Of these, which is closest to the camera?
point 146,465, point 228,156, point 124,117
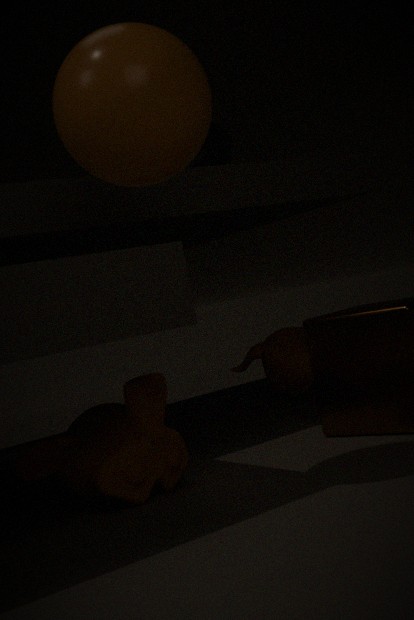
point 124,117
